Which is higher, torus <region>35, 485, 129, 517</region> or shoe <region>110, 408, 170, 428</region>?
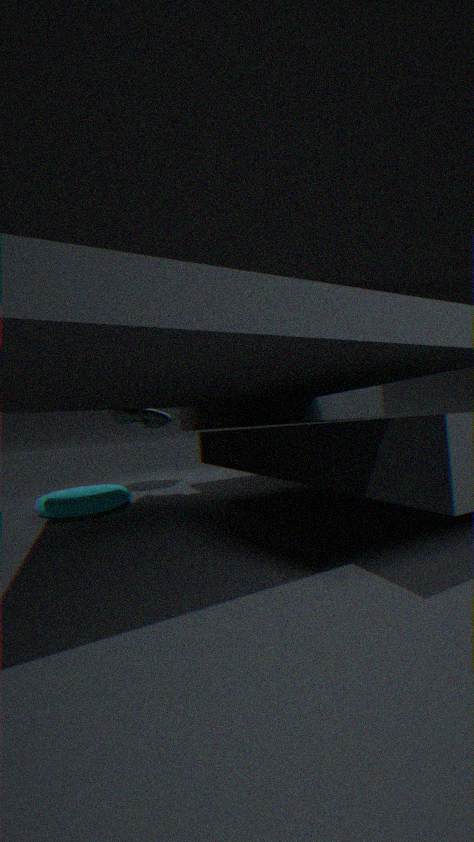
shoe <region>110, 408, 170, 428</region>
